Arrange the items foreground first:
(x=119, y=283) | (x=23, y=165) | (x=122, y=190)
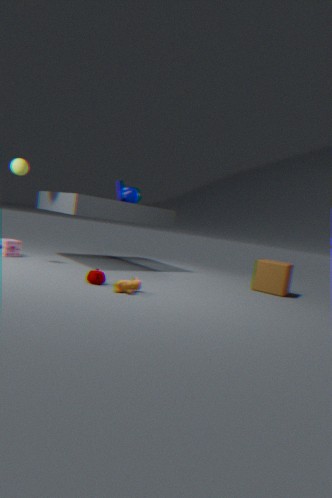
(x=119, y=283), (x=23, y=165), (x=122, y=190)
